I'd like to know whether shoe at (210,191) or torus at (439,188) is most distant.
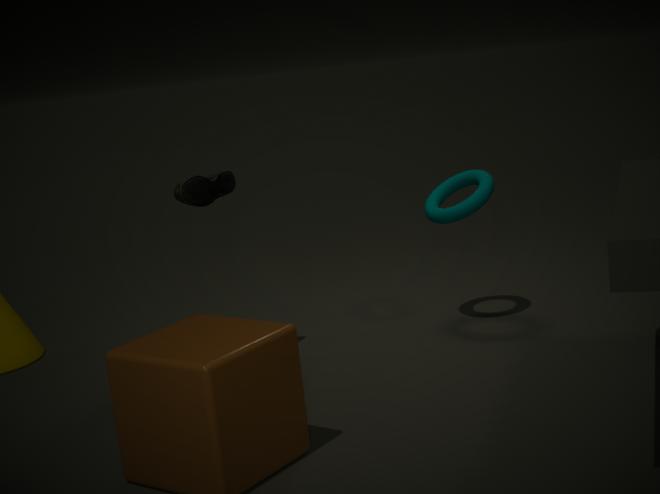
torus at (439,188)
